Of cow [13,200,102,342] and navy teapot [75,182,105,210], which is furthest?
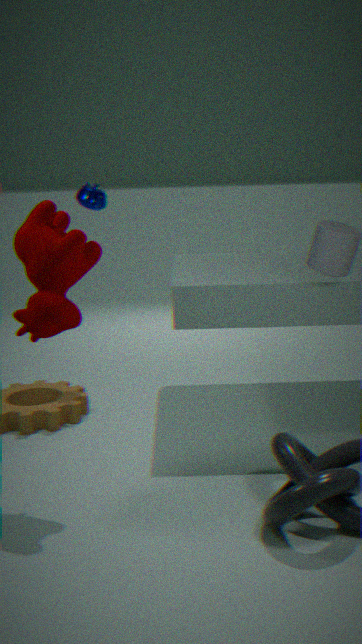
navy teapot [75,182,105,210]
